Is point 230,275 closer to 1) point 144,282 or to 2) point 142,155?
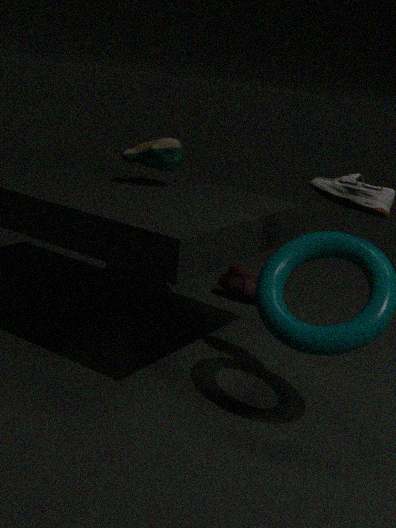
1) point 144,282
